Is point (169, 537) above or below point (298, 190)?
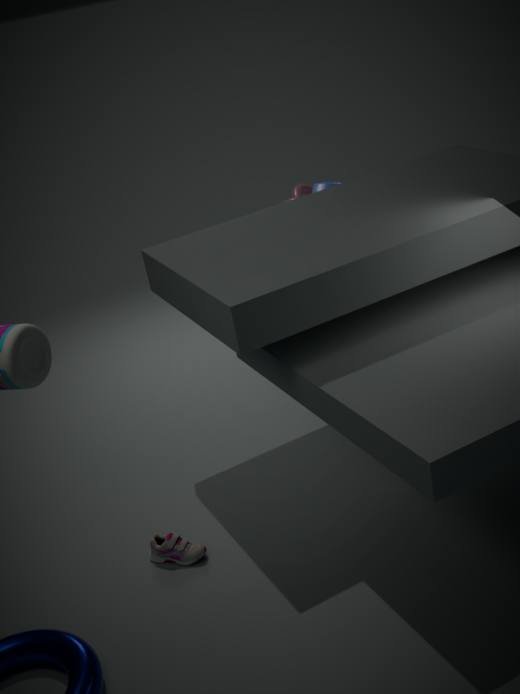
below
